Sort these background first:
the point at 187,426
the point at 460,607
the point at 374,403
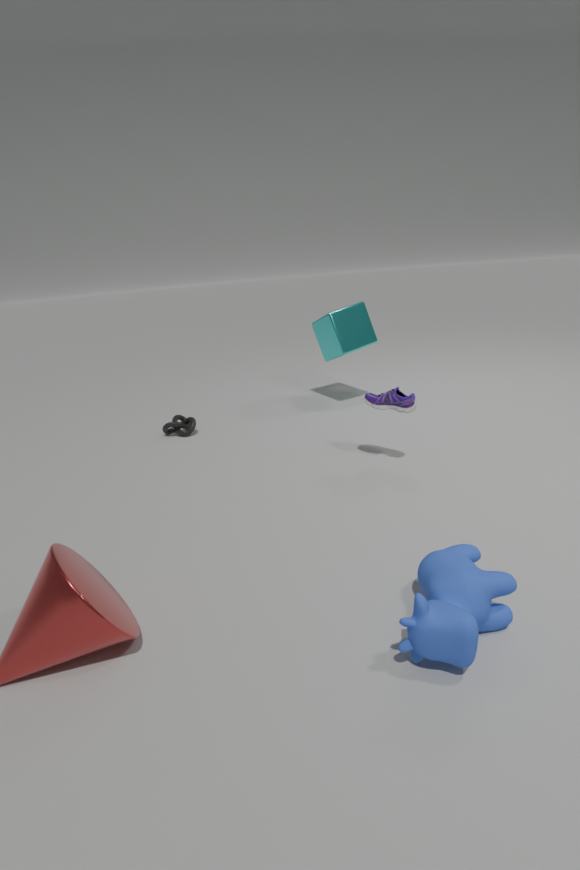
the point at 187,426, the point at 374,403, the point at 460,607
